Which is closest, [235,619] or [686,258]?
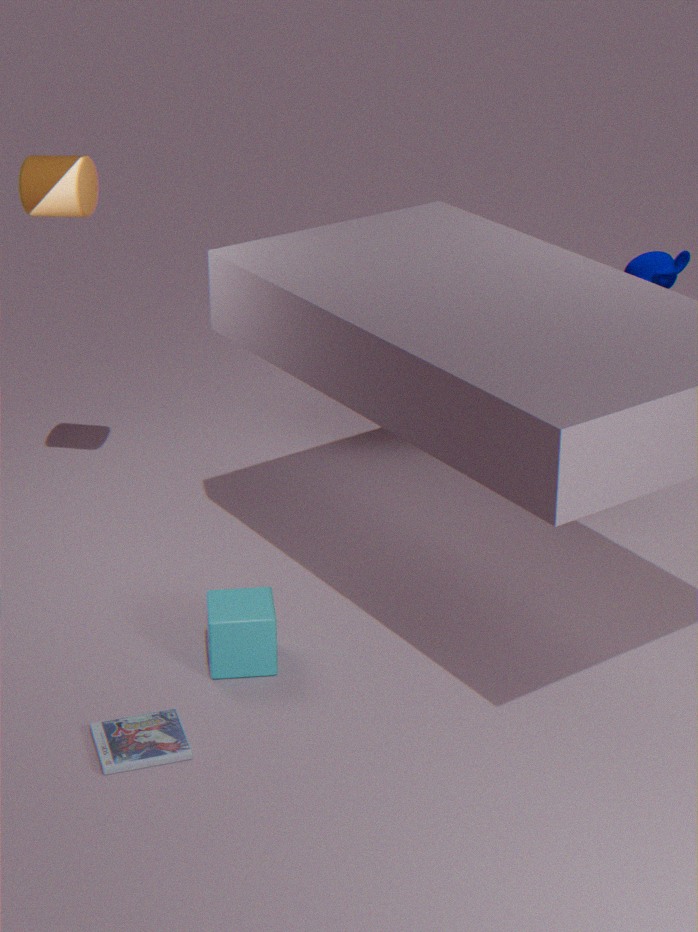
[235,619]
